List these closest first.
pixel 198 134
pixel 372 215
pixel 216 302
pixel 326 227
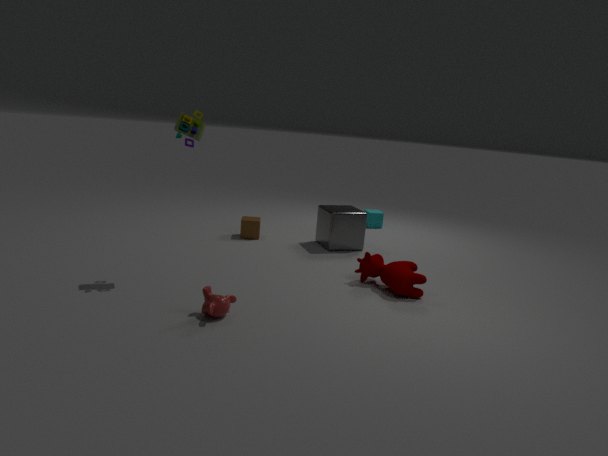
1. pixel 216 302
2. pixel 198 134
3. pixel 326 227
4. pixel 372 215
